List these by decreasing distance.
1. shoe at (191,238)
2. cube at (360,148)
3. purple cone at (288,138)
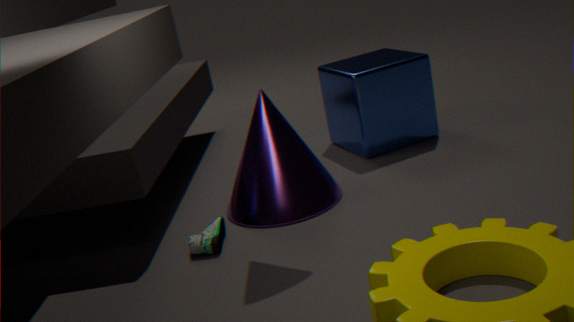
cube at (360,148)
purple cone at (288,138)
shoe at (191,238)
